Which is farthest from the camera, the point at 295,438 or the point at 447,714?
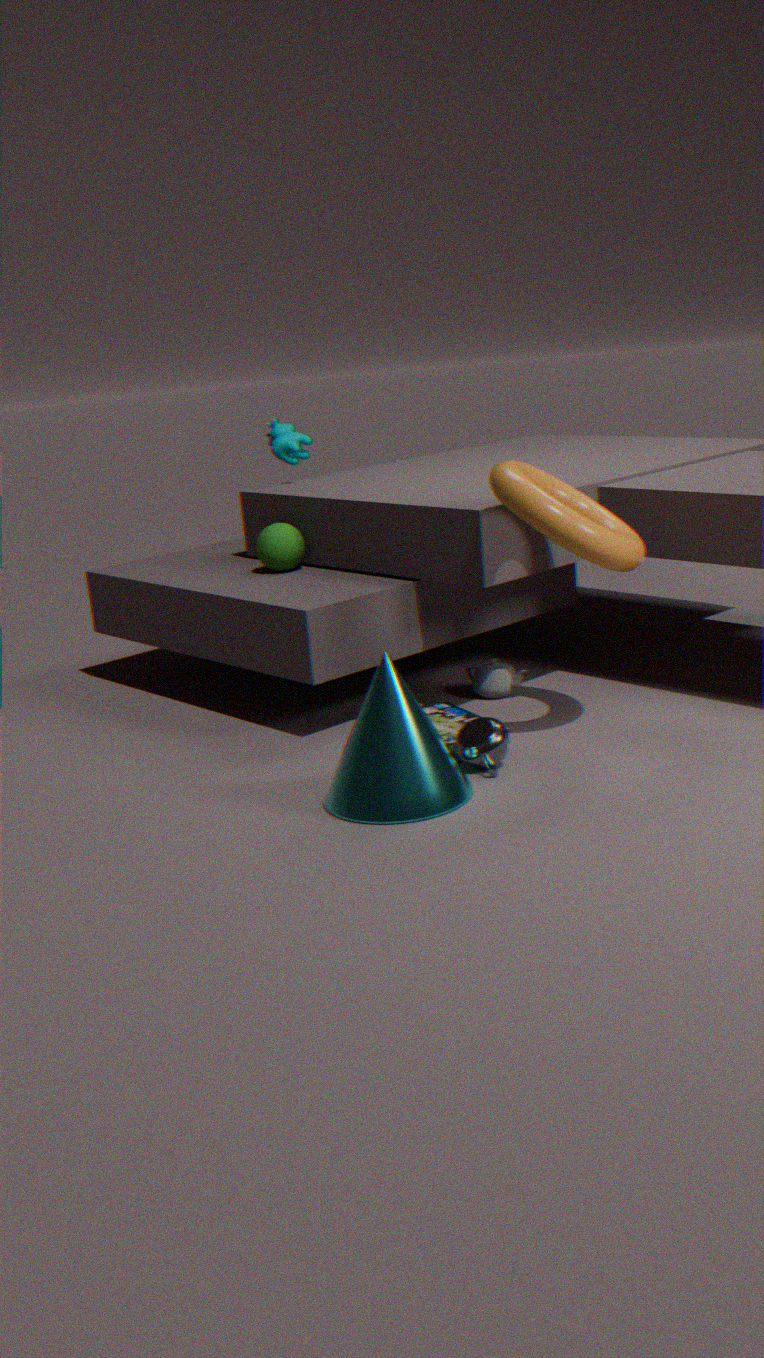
the point at 295,438
